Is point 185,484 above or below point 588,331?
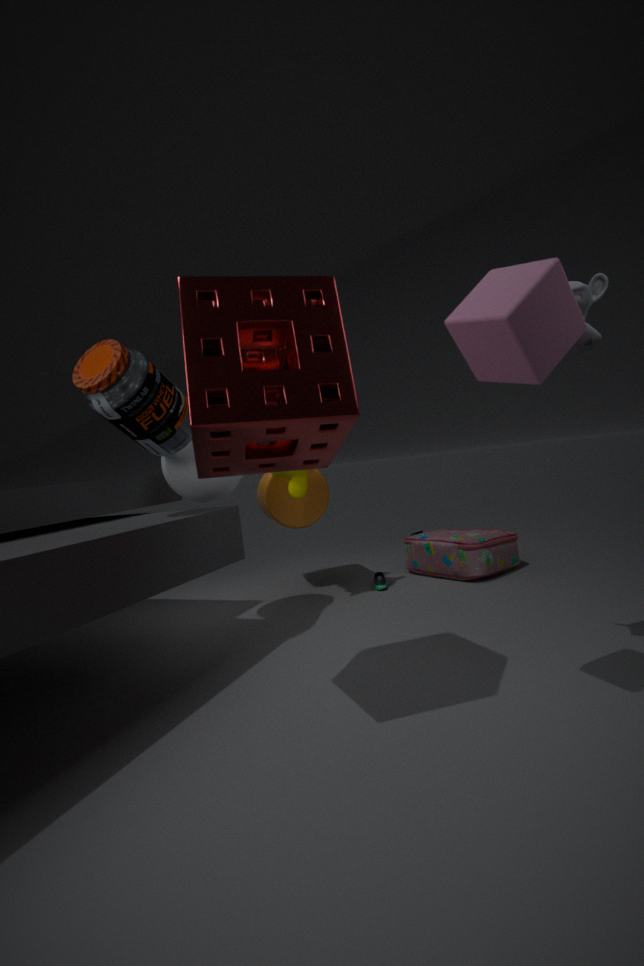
below
